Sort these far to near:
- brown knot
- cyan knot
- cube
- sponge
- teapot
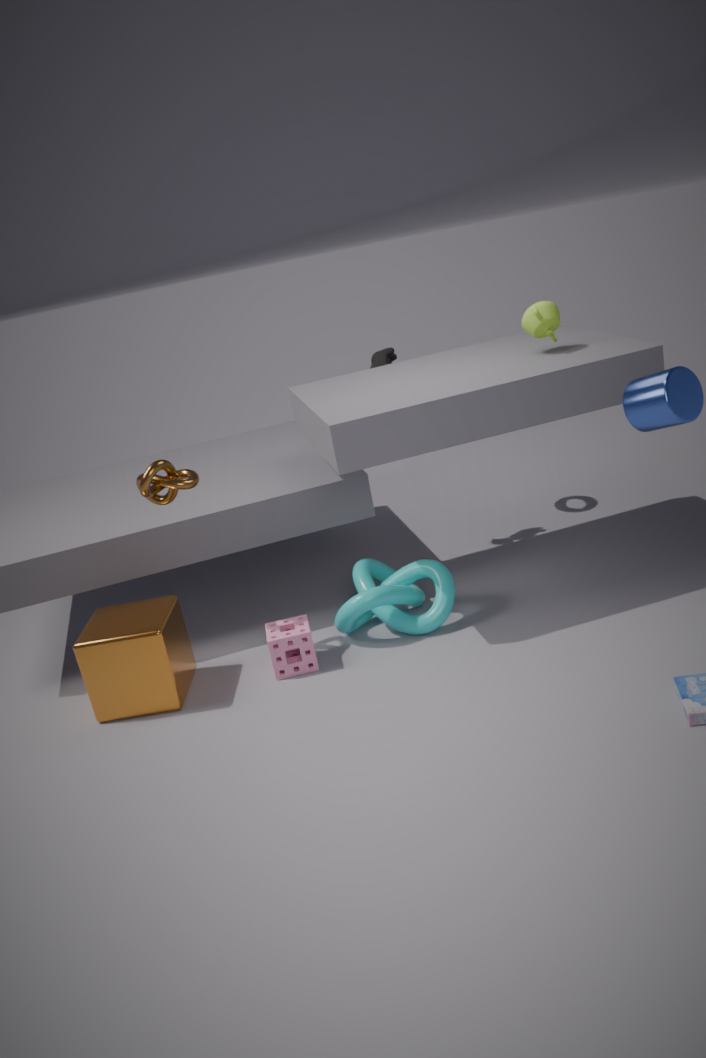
teapot → cyan knot → sponge → brown knot → cube
